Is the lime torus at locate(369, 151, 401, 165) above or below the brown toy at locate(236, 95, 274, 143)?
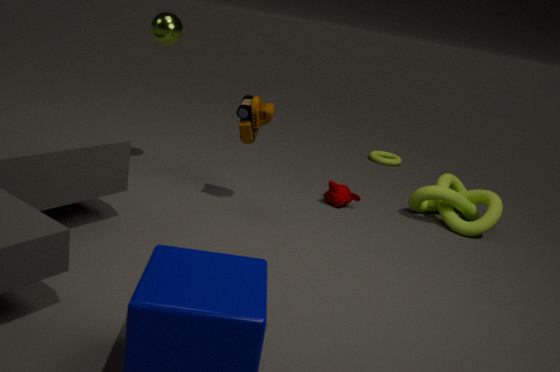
below
